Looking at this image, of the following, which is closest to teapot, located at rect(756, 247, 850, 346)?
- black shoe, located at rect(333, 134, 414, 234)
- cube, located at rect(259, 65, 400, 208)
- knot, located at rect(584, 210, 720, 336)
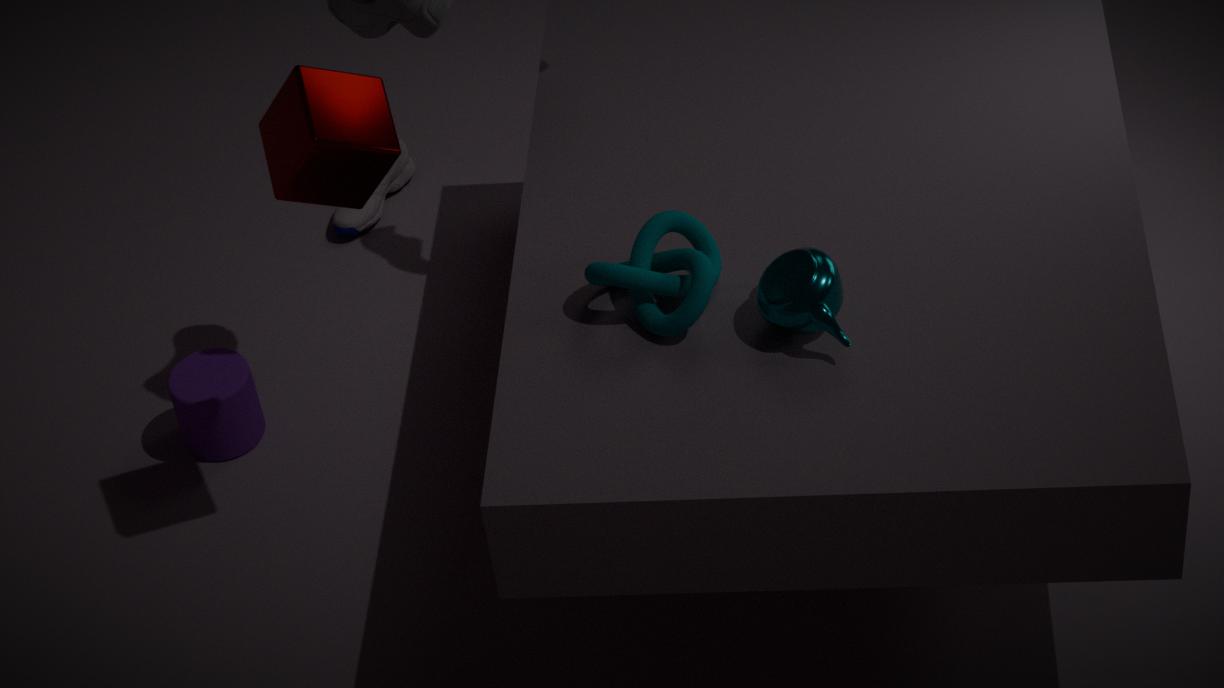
knot, located at rect(584, 210, 720, 336)
